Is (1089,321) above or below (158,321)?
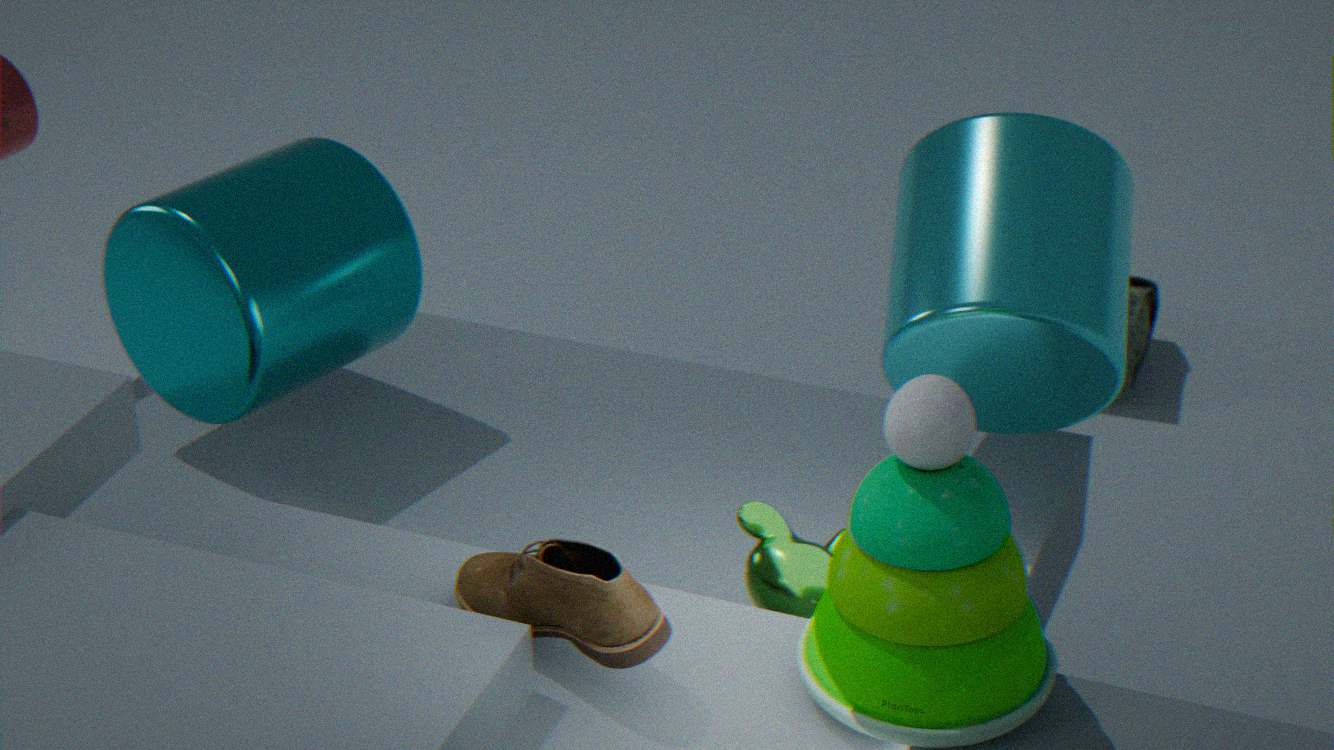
above
